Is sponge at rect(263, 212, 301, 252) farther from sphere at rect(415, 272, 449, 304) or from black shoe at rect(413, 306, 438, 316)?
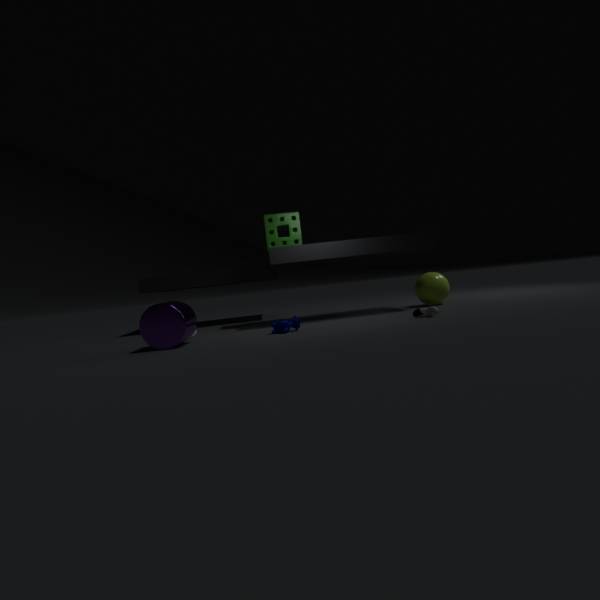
black shoe at rect(413, 306, 438, 316)
